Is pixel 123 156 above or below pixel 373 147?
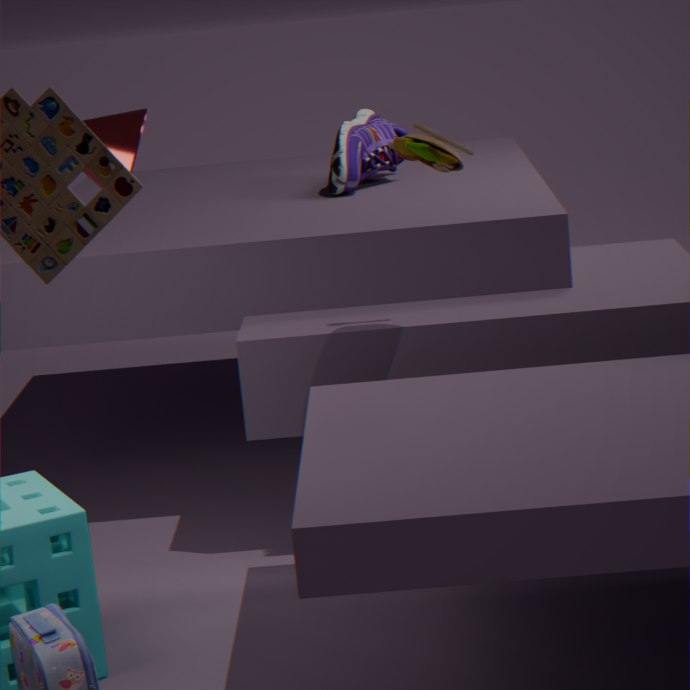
above
